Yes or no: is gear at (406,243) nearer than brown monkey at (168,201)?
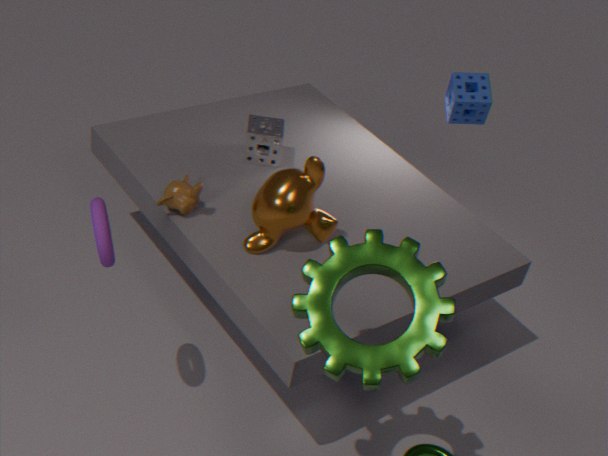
Yes
